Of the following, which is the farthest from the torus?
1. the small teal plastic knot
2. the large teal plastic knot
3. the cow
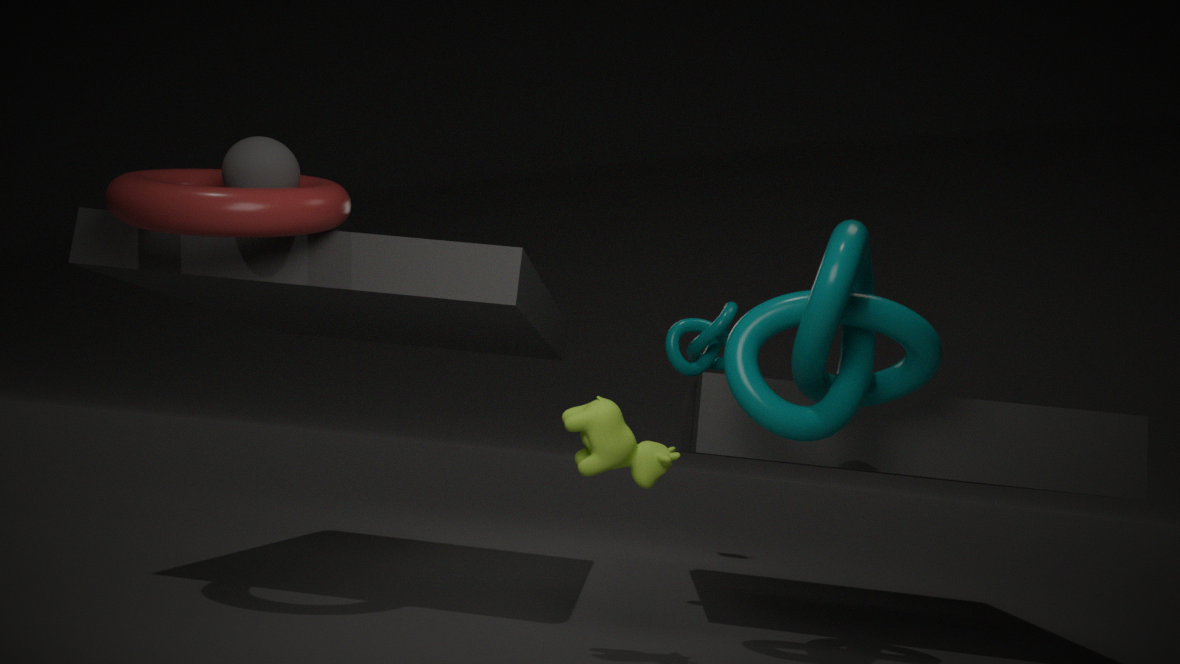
the small teal plastic knot
